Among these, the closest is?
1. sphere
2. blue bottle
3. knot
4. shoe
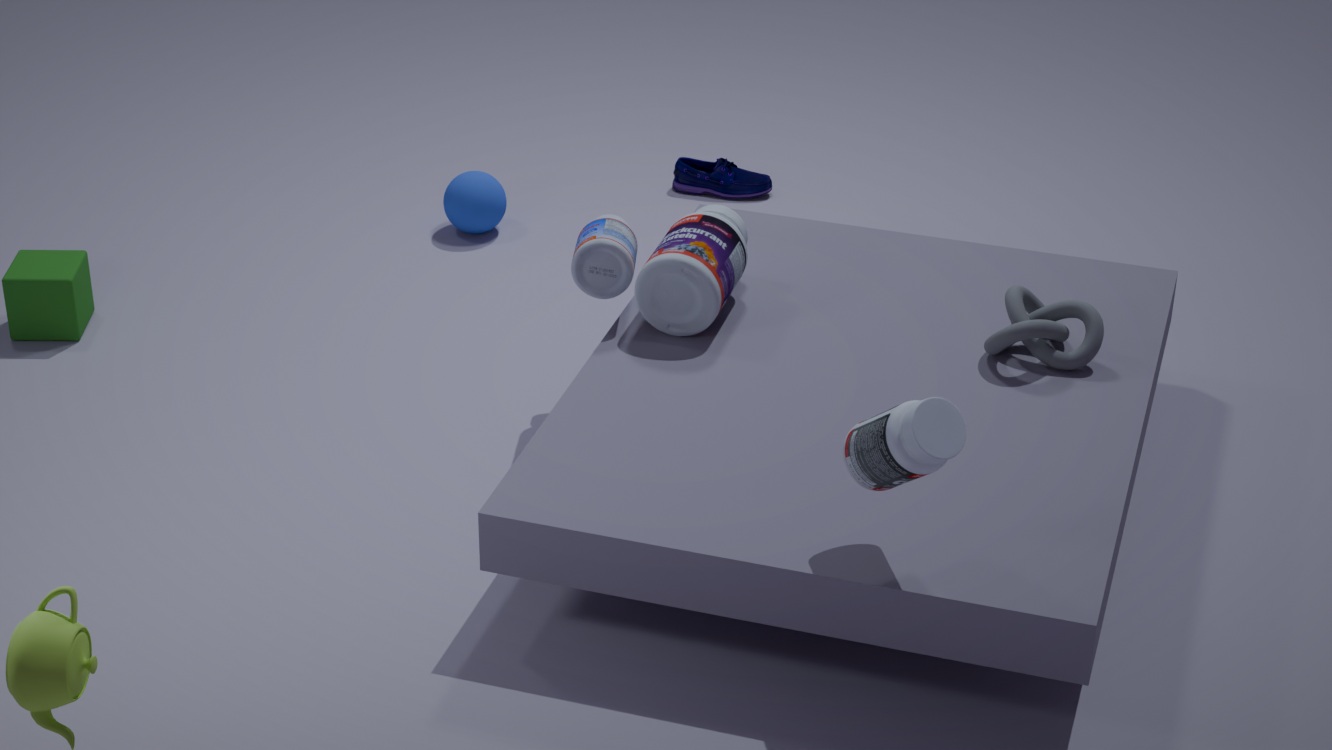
knot
